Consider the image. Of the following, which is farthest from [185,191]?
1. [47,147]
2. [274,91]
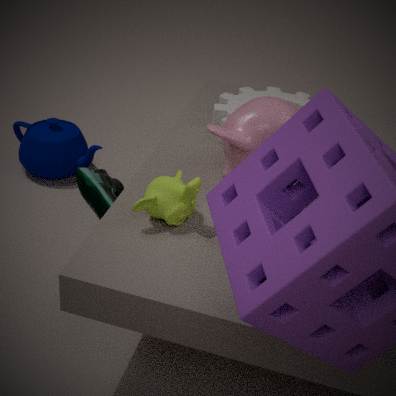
[47,147]
